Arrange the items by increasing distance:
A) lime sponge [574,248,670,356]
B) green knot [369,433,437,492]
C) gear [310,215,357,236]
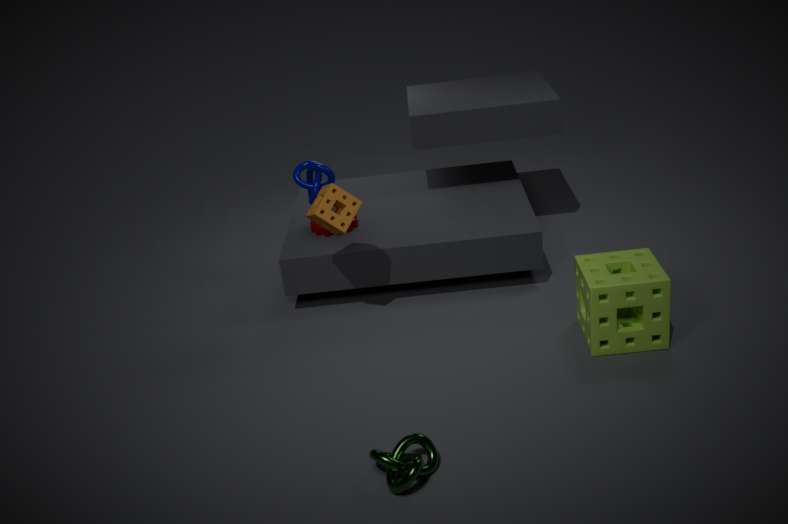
1. green knot [369,433,437,492]
2. lime sponge [574,248,670,356]
3. gear [310,215,357,236]
